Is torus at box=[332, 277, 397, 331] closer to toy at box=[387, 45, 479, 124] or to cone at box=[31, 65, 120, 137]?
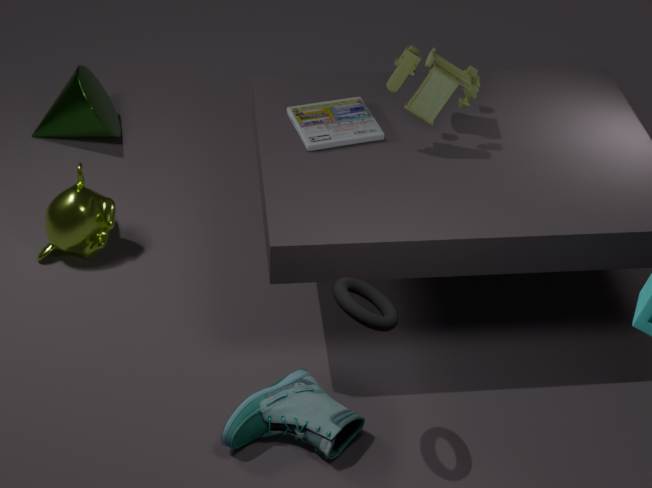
toy at box=[387, 45, 479, 124]
